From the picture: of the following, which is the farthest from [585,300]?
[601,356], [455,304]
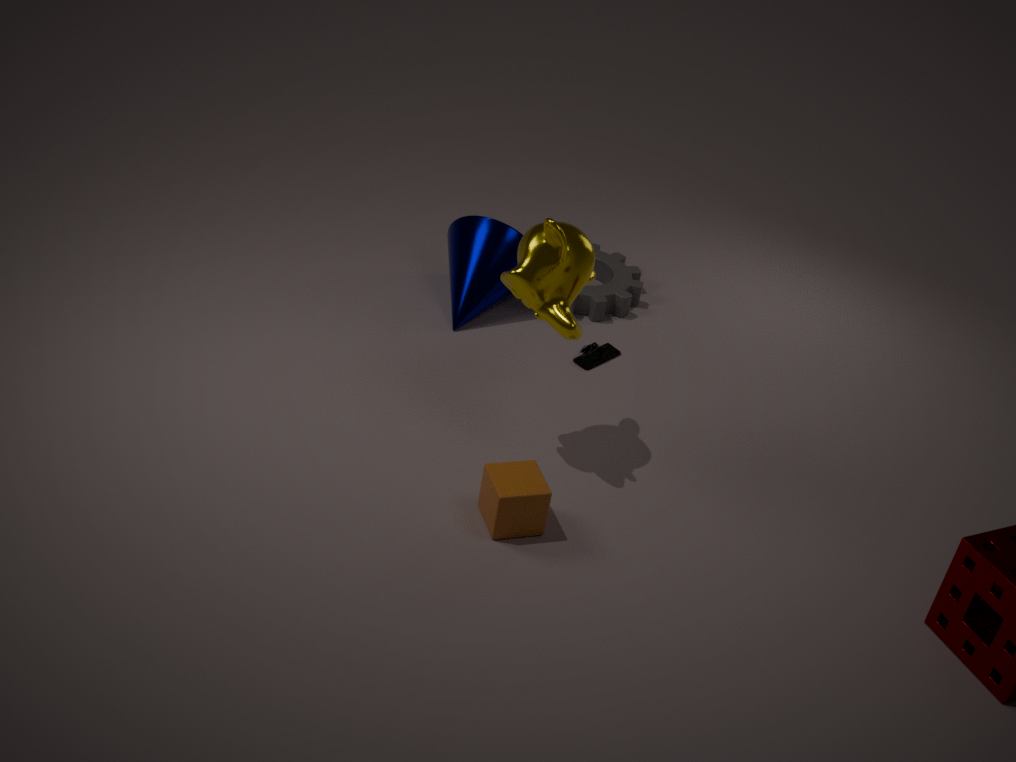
[601,356]
